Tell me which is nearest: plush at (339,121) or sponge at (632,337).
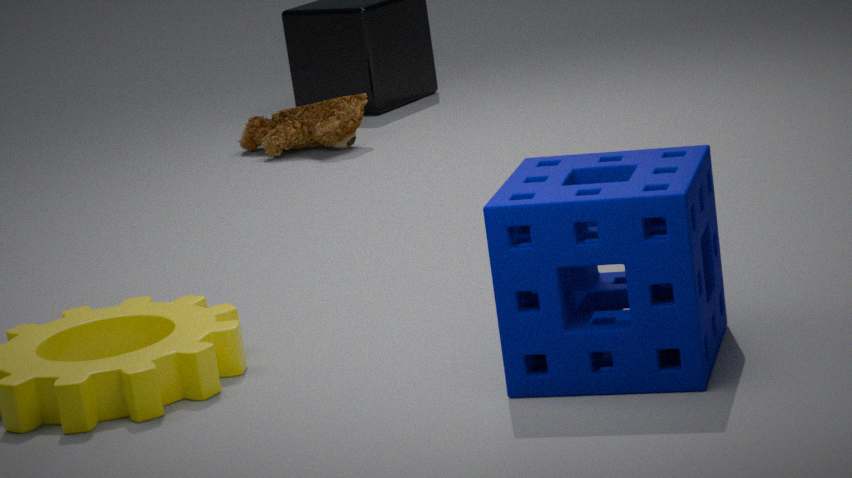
sponge at (632,337)
